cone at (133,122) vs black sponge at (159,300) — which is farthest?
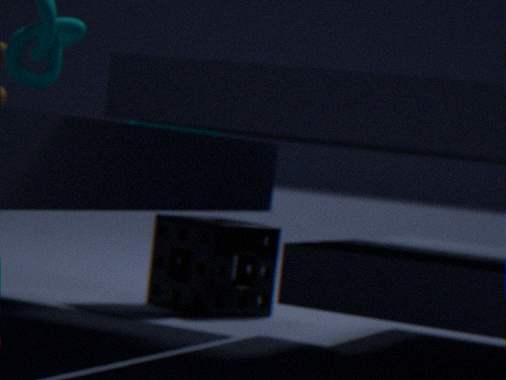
black sponge at (159,300)
